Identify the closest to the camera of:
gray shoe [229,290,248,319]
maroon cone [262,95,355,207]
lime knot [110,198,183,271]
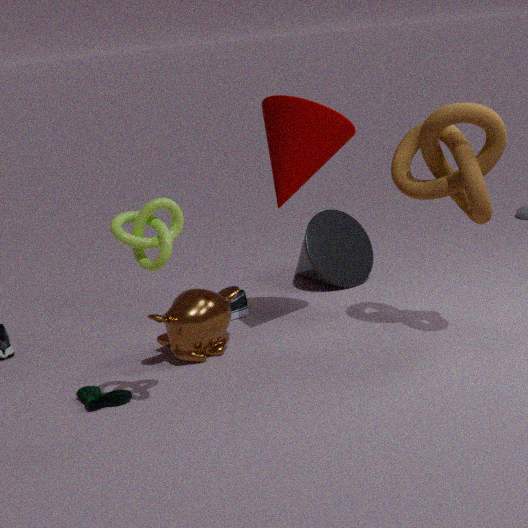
lime knot [110,198,183,271]
